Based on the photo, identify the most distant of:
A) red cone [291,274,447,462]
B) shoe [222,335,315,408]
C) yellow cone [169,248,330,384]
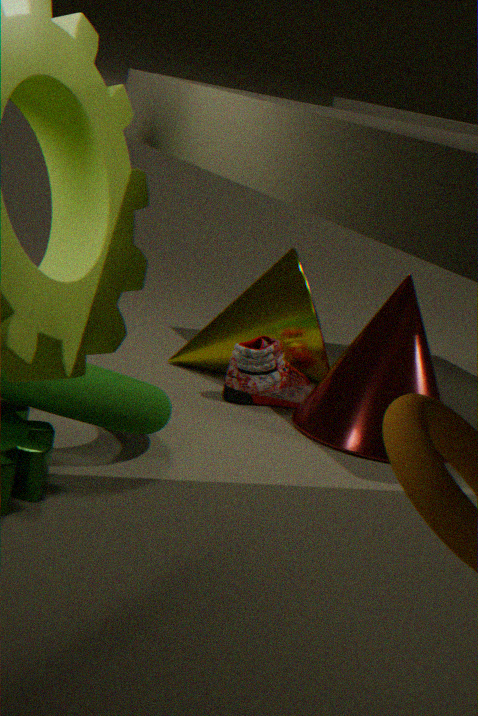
yellow cone [169,248,330,384]
